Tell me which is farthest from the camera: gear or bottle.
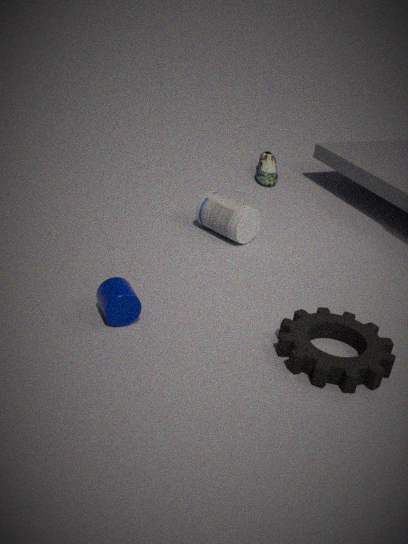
bottle
